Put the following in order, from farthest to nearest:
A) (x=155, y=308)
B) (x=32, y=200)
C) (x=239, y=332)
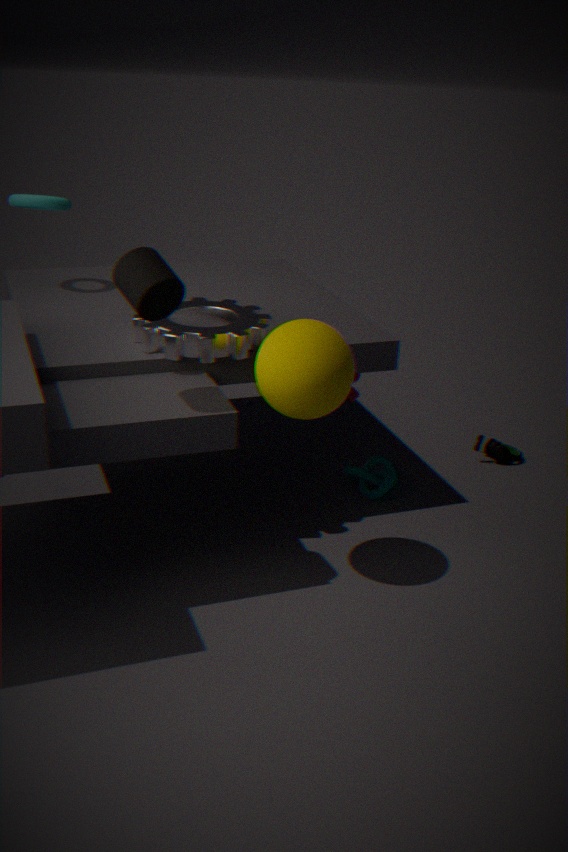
(x=32, y=200) → (x=239, y=332) → (x=155, y=308)
